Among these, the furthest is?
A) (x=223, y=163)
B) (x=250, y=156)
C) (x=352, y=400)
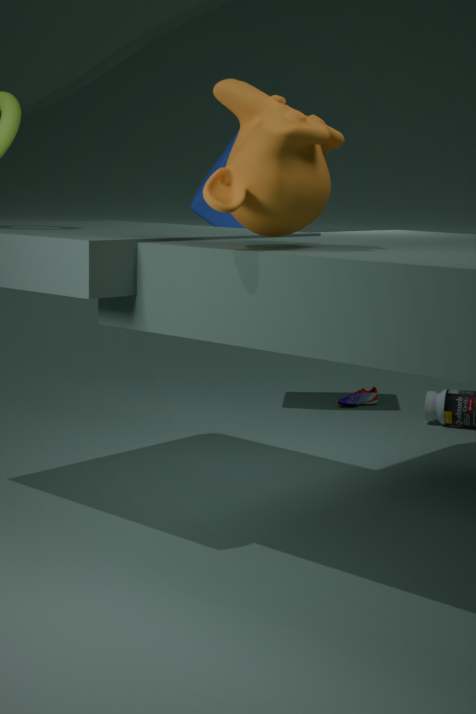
(x=352, y=400)
